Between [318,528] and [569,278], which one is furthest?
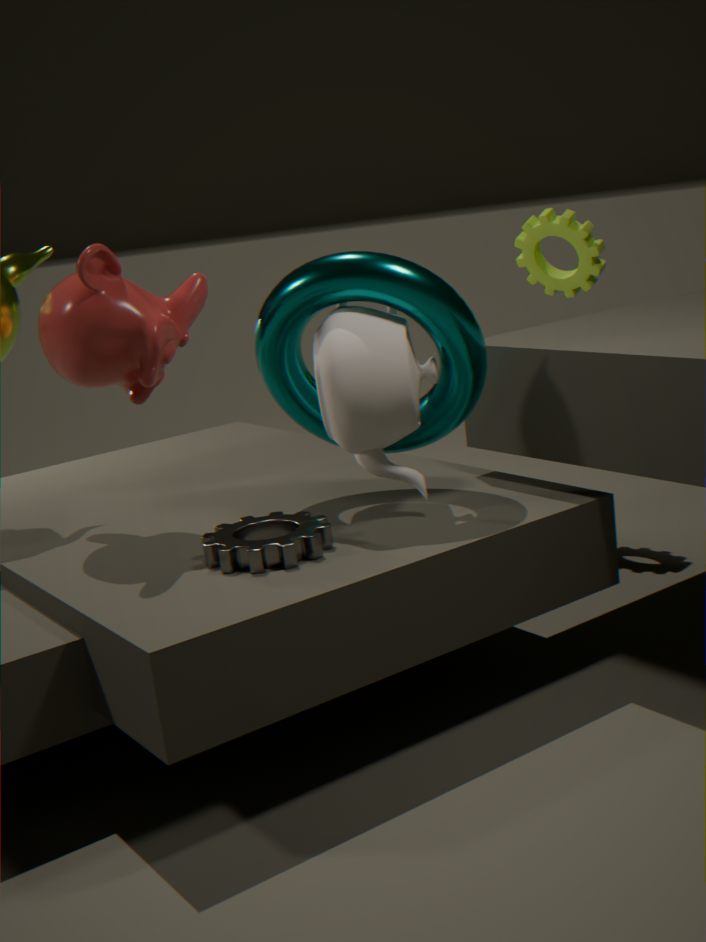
[569,278]
